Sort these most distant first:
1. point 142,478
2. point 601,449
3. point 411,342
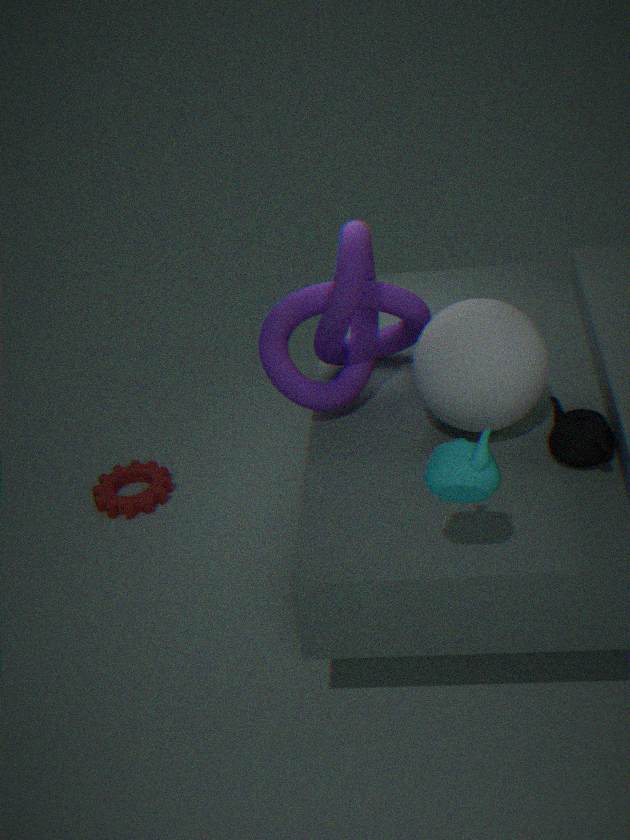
point 142,478, point 411,342, point 601,449
